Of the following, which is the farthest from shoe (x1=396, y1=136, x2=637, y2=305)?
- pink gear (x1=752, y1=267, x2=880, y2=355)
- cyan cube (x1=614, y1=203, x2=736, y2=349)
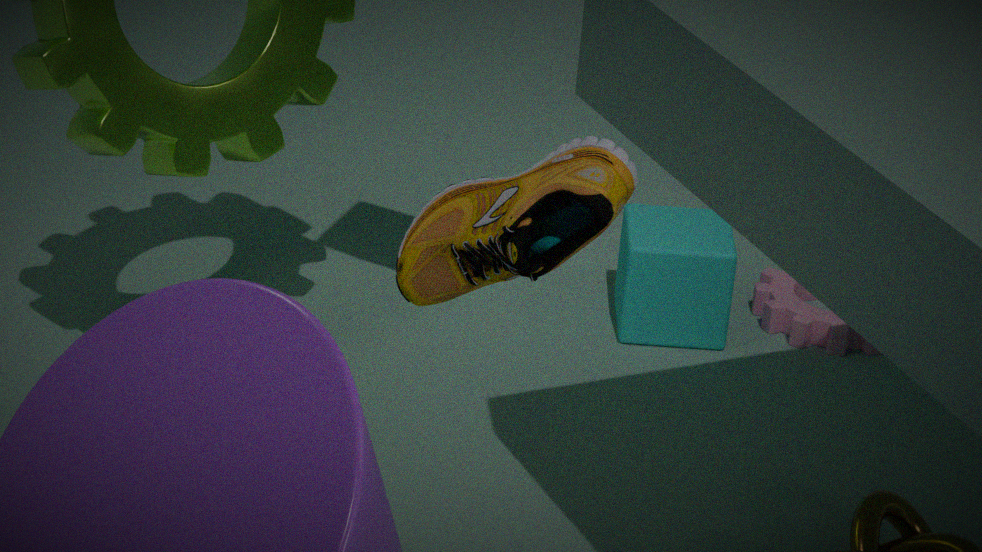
pink gear (x1=752, y1=267, x2=880, y2=355)
